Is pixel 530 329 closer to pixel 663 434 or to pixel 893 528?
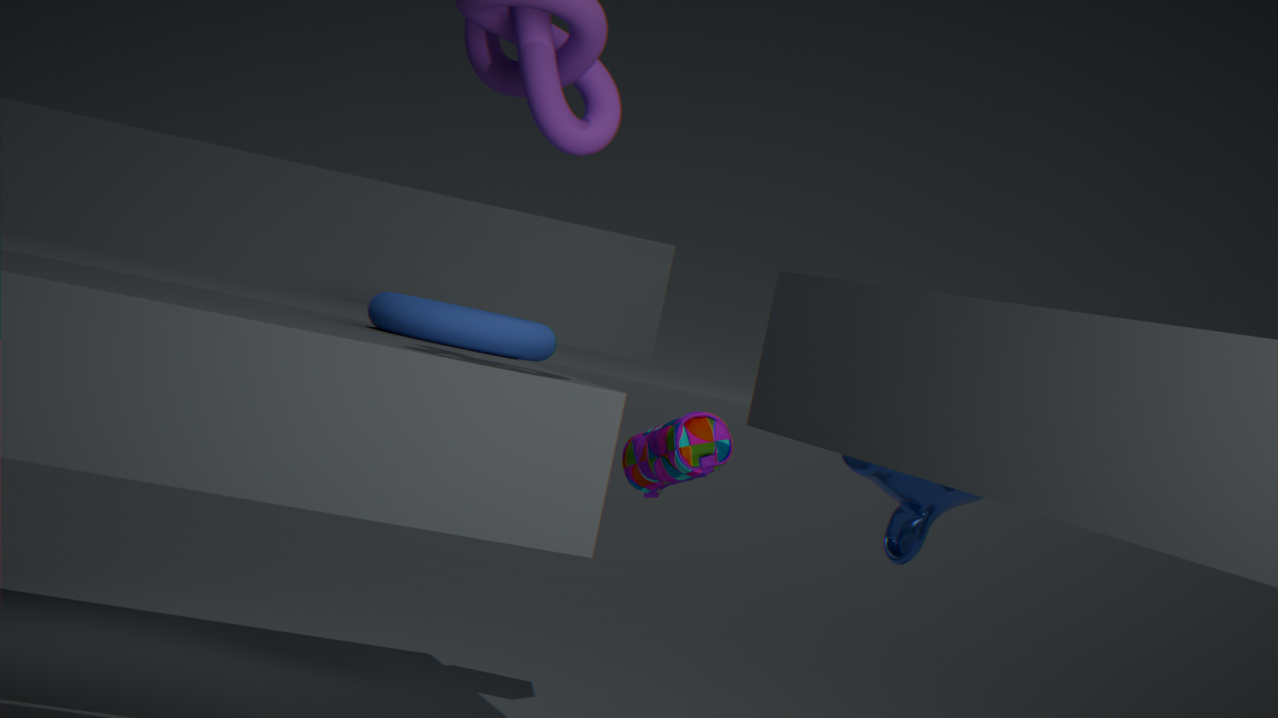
pixel 663 434
